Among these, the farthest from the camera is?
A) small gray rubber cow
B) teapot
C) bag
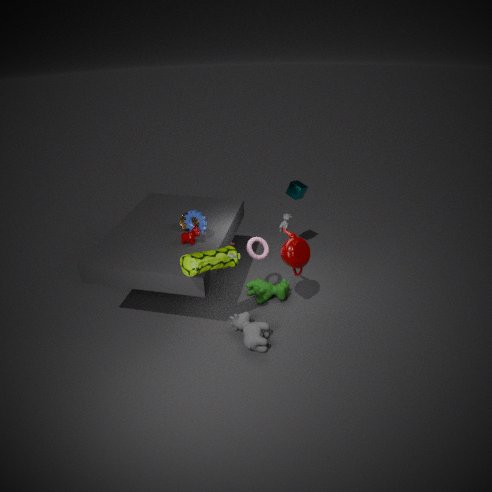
small gray rubber cow
